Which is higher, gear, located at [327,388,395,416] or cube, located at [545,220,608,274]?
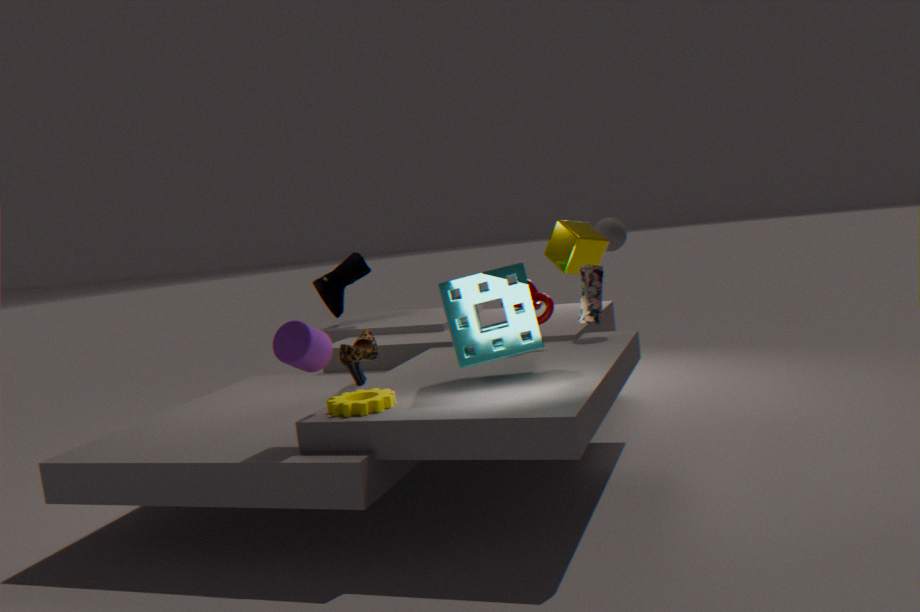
cube, located at [545,220,608,274]
